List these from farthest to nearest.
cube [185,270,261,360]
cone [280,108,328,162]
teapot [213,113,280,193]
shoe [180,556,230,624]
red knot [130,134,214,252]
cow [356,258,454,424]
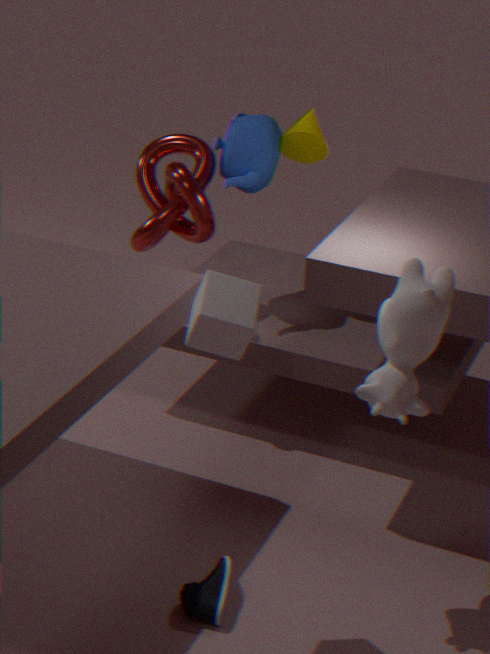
cone [280,108,328,162] < teapot [213,113,280,193] < red knot [130,134,214,252] < shoe [180,556,230,624] < cow [356,258,454,424] < cube [185,270,261,360]
